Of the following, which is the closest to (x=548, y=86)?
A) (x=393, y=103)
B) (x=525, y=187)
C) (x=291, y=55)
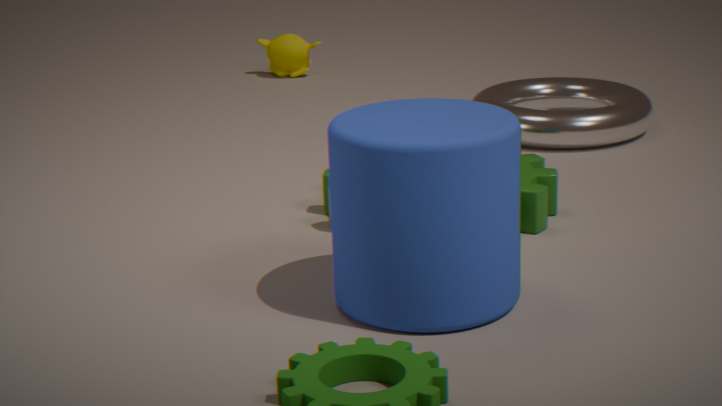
(x=525, y=187)
